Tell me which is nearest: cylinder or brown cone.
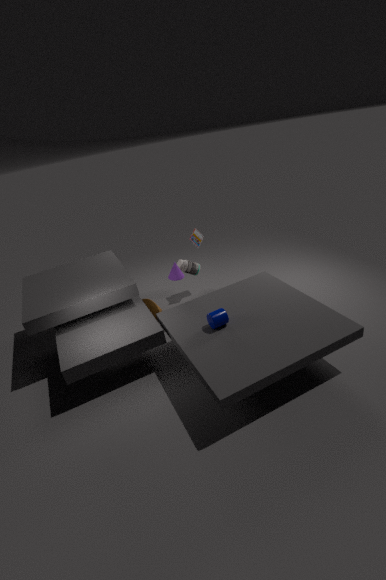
cylinder
